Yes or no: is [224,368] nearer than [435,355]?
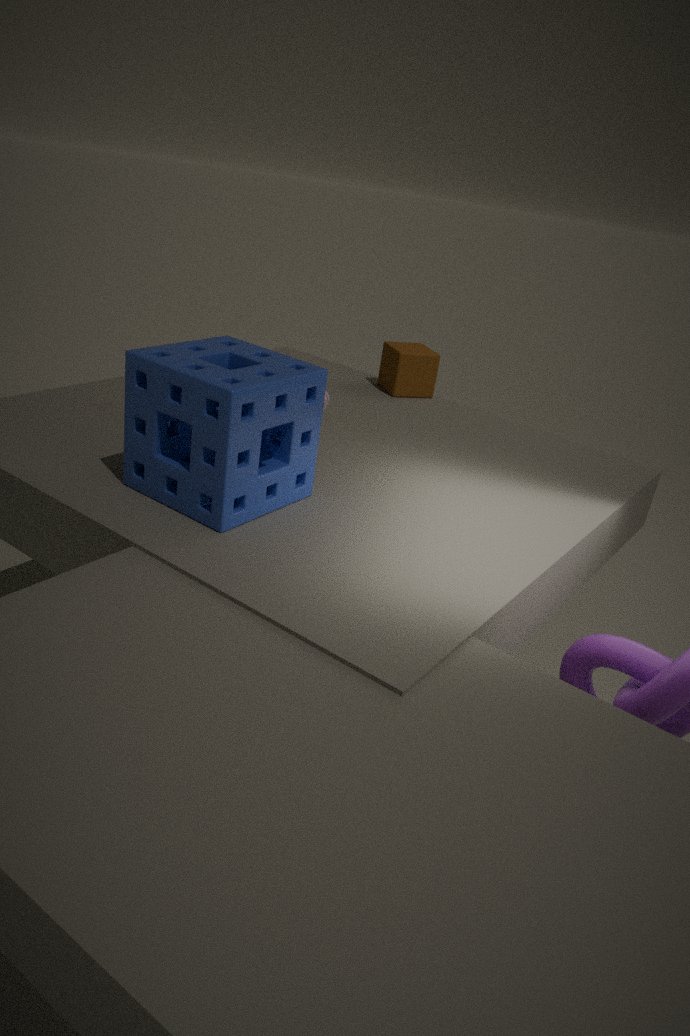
Yes
